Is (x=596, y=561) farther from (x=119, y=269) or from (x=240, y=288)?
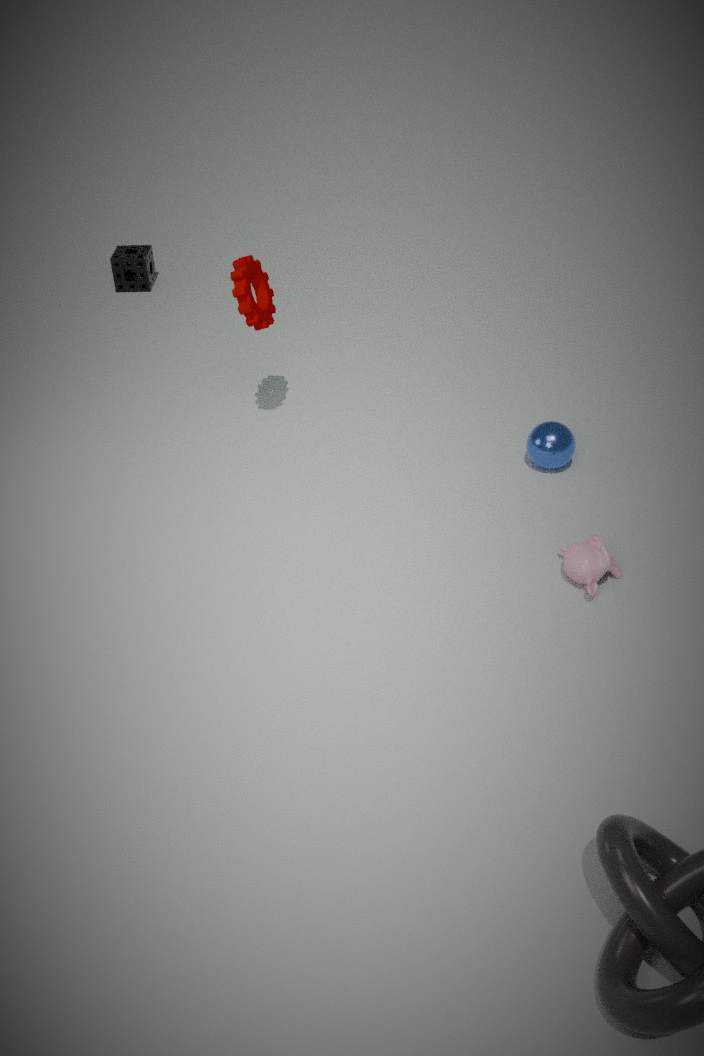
(x=119, y=269)
